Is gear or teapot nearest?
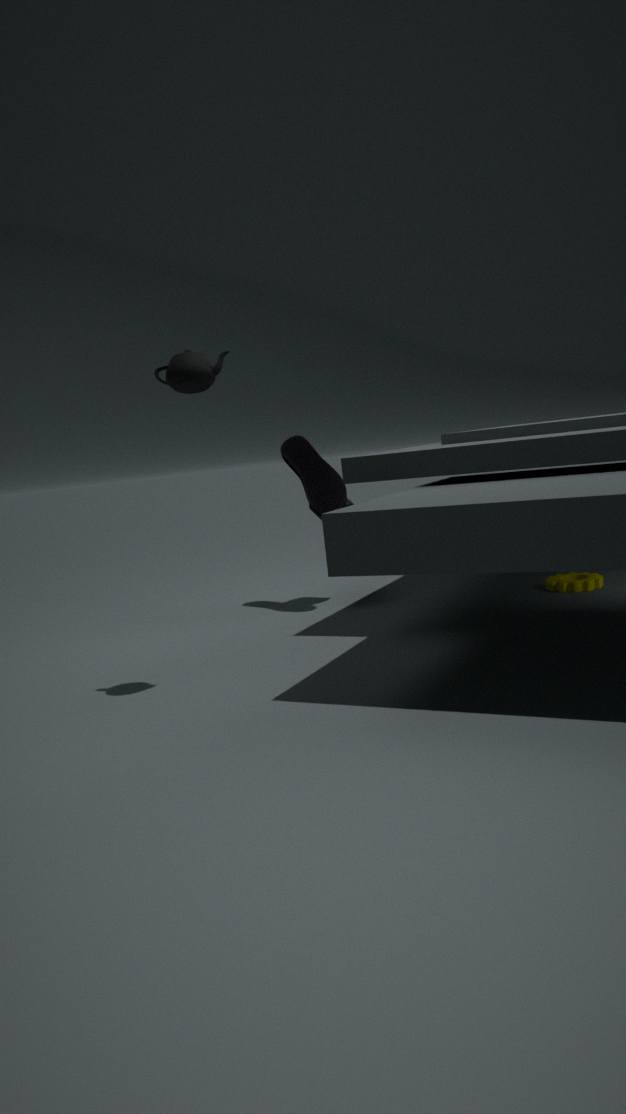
teapot
